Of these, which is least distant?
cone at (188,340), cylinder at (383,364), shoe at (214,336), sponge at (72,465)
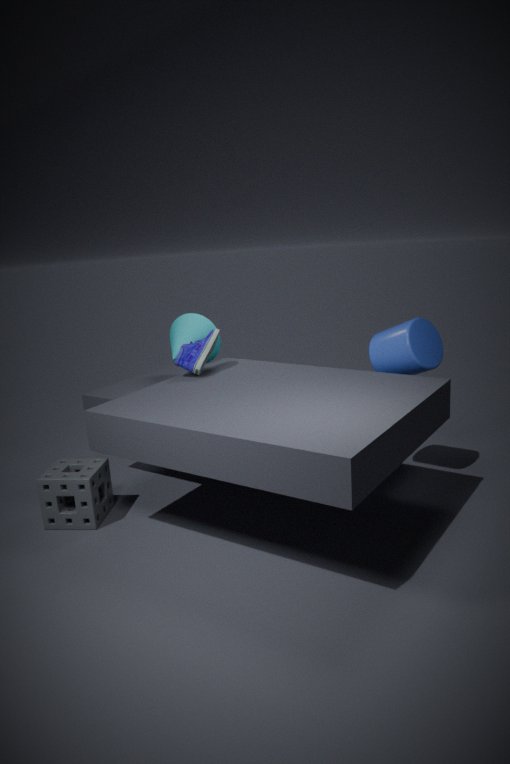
sponge at (72,465)
